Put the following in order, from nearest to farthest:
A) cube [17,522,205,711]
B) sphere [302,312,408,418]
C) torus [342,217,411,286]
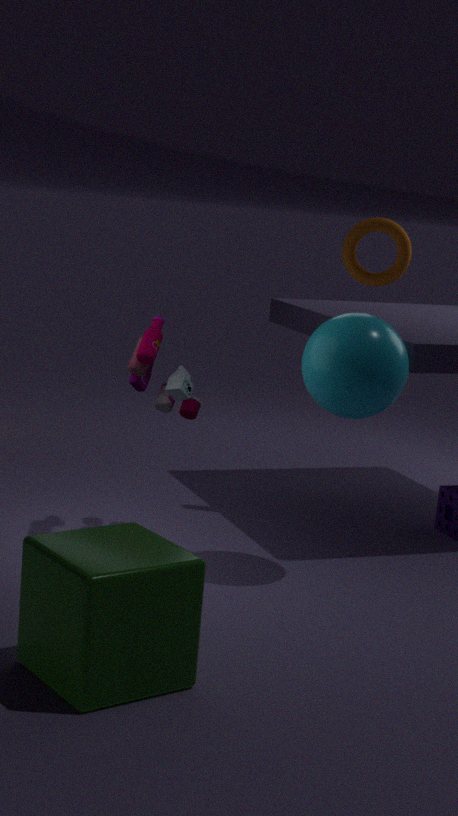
cube [17,522,205,711]
sphere [302,312,408,418]
torus [342,217,411,286]
